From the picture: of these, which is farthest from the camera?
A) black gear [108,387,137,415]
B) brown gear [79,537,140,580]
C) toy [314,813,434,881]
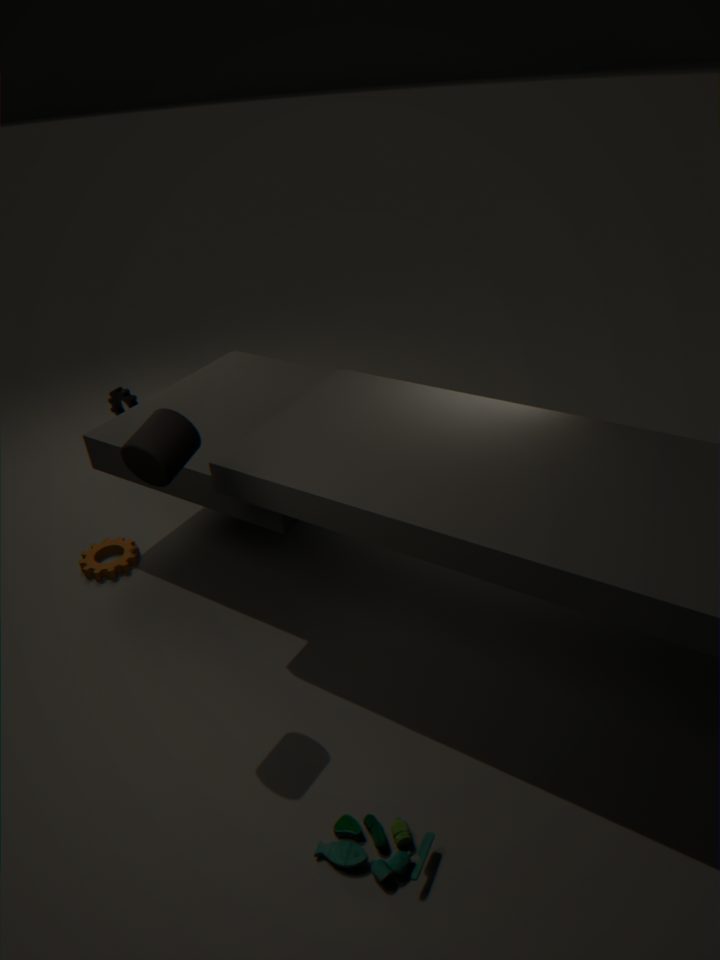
black gear [108,387,137,415]
